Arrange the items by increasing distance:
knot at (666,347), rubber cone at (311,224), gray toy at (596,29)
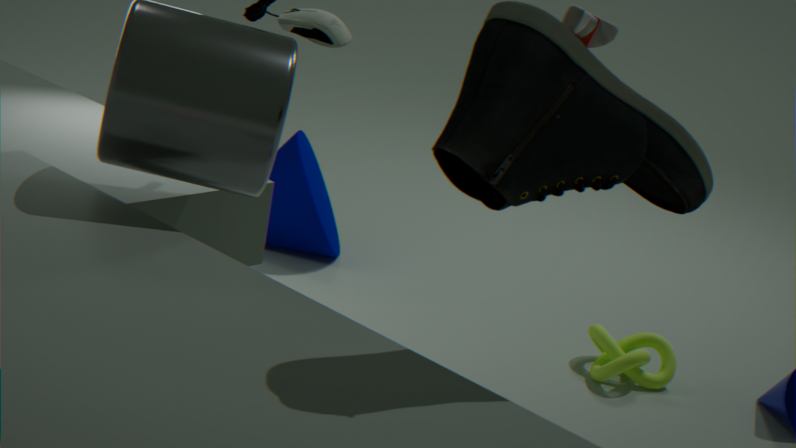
gray toy at (596,29), knot at (666,347), rubber cone at (311,224)
